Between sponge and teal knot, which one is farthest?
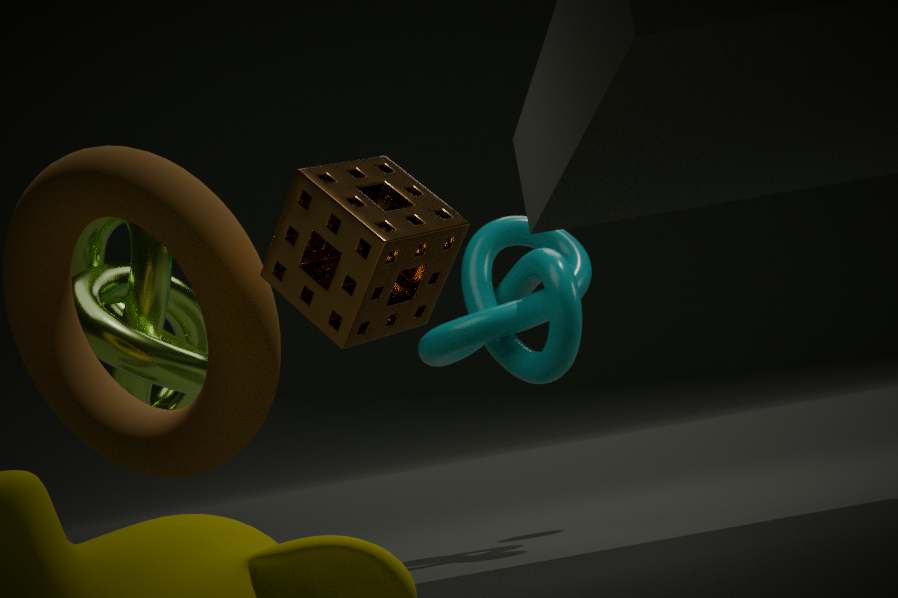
teal knot
